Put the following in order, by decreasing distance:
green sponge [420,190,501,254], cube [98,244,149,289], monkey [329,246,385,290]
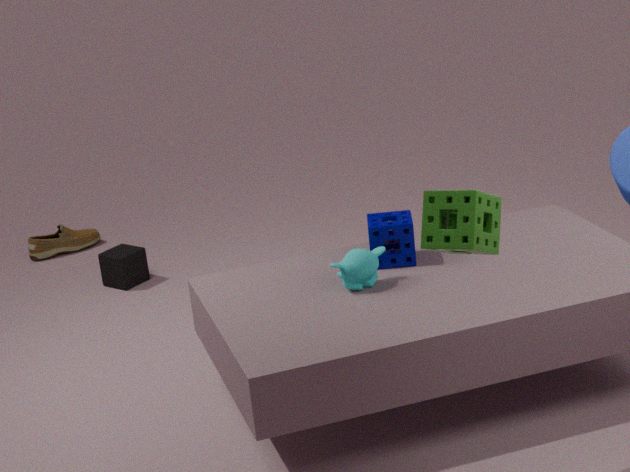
cube [98,244,149,289] < monkey [329,246,385,290] < green sponge [420,190,501,254]
